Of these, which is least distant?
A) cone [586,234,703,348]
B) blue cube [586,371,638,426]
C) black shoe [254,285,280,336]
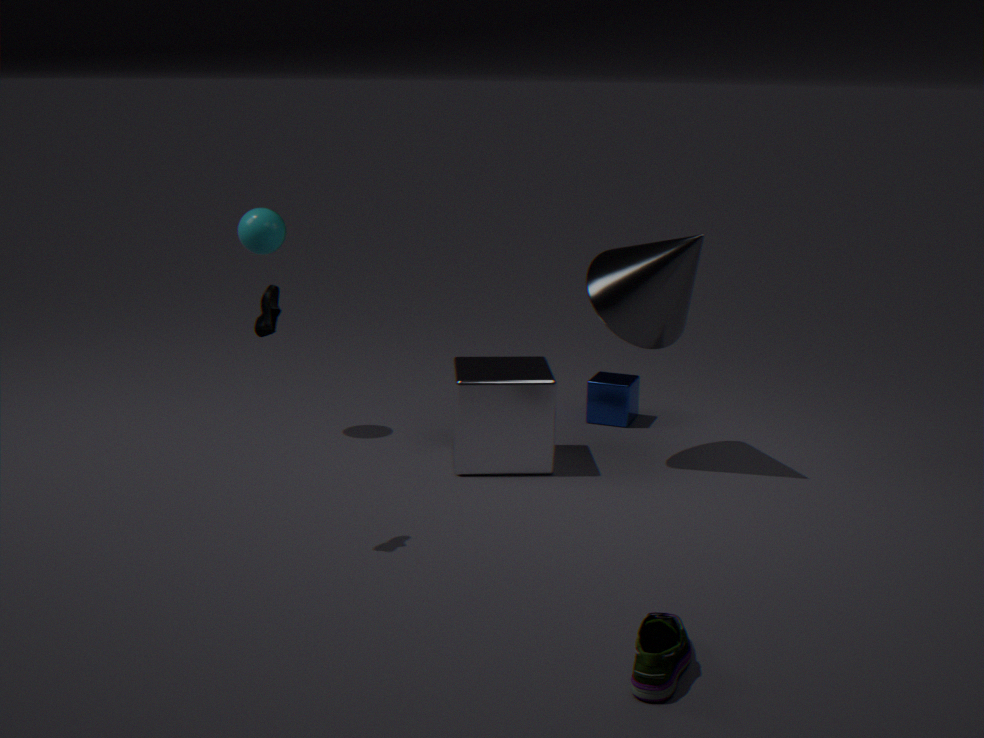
black shoe [254,285,280,336]
